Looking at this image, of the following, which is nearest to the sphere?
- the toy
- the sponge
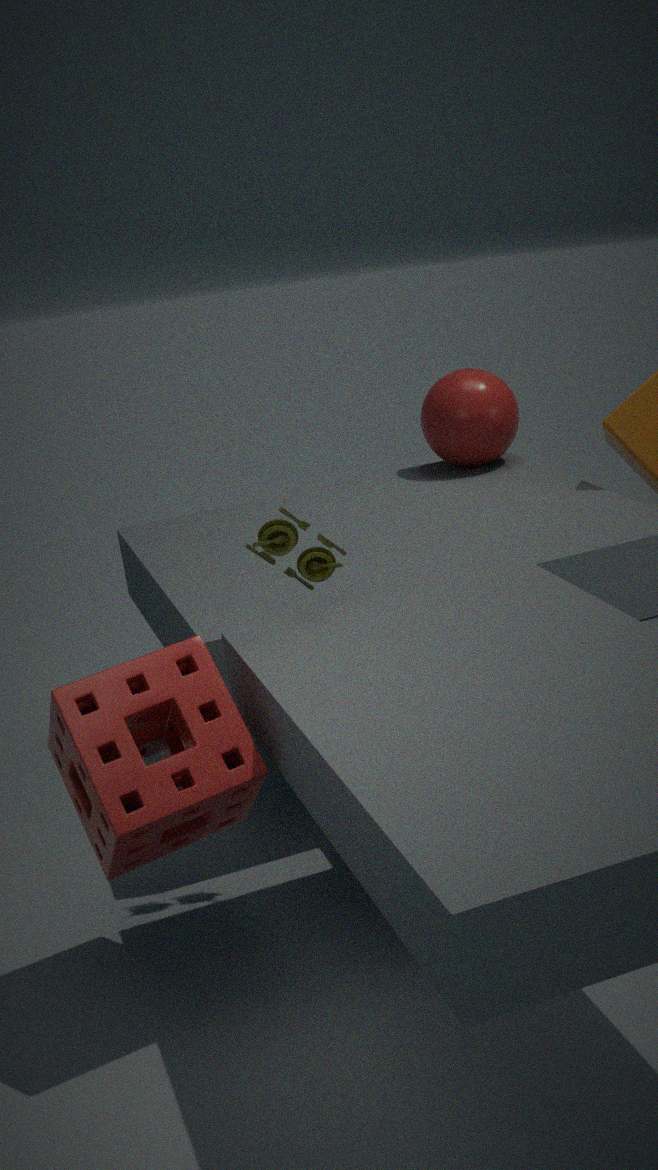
the toy
